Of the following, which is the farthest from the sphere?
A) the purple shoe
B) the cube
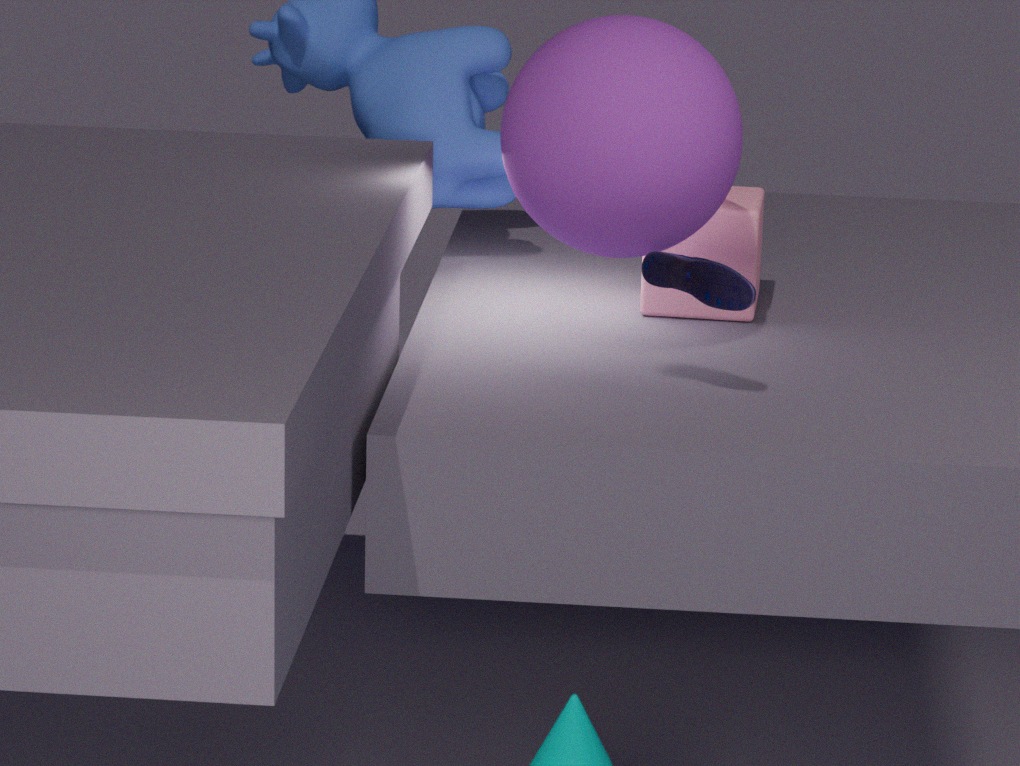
the purple shoe
